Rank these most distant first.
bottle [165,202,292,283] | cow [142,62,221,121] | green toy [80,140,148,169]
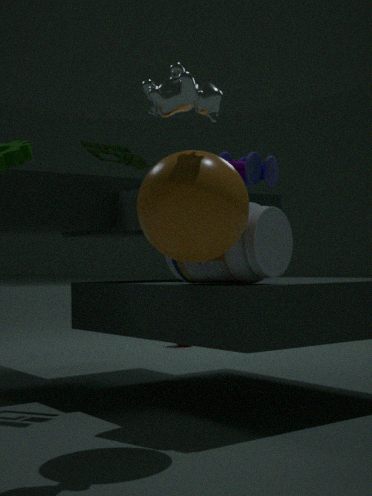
green toy [80,140,148,169] → bottle [165,202,292,283] → cow [142,62,221,121]
